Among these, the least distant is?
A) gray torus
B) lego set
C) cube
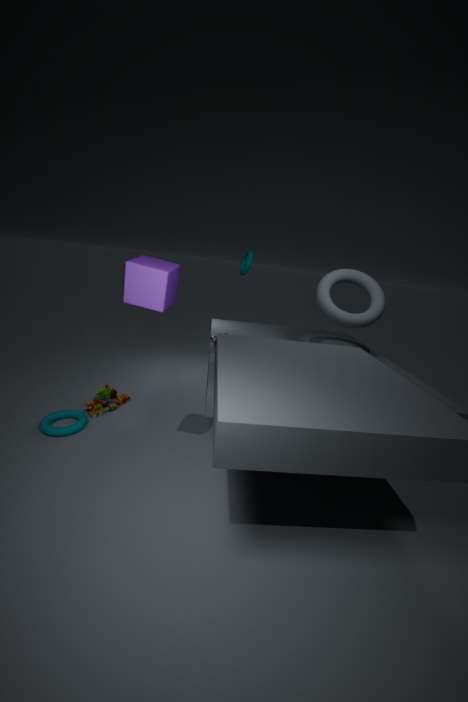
cube
